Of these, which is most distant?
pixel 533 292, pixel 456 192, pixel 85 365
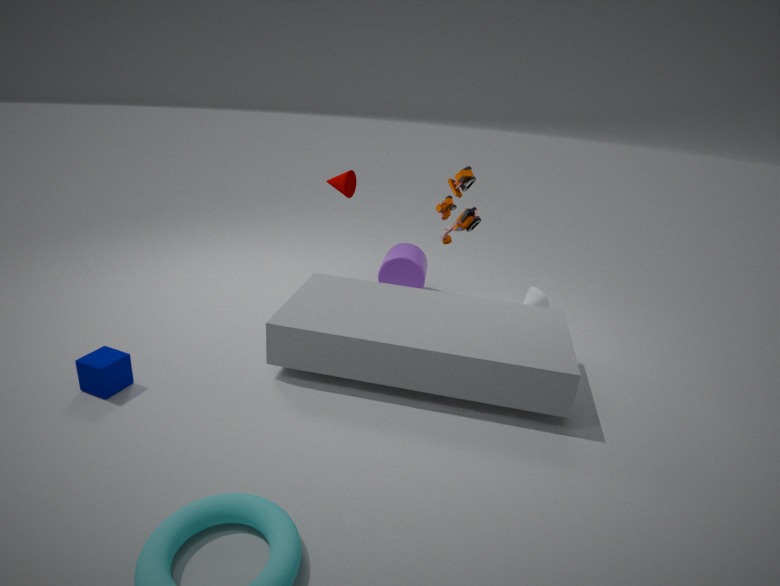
pixel 533 292
